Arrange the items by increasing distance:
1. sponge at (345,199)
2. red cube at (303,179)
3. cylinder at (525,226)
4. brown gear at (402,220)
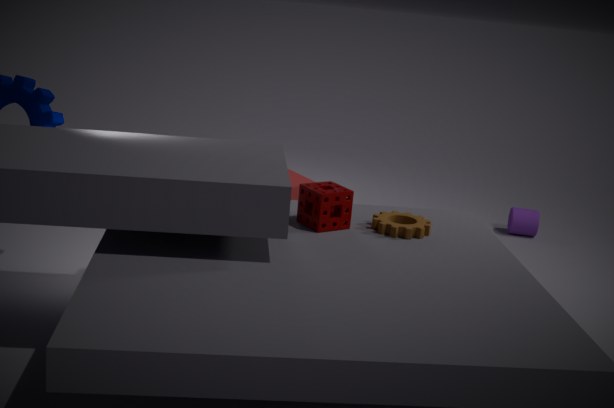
1. sponge at (345,199)
2. brown gear at (402,220)
3. red cube at (303,179)
4. cylinder at (525,226)
